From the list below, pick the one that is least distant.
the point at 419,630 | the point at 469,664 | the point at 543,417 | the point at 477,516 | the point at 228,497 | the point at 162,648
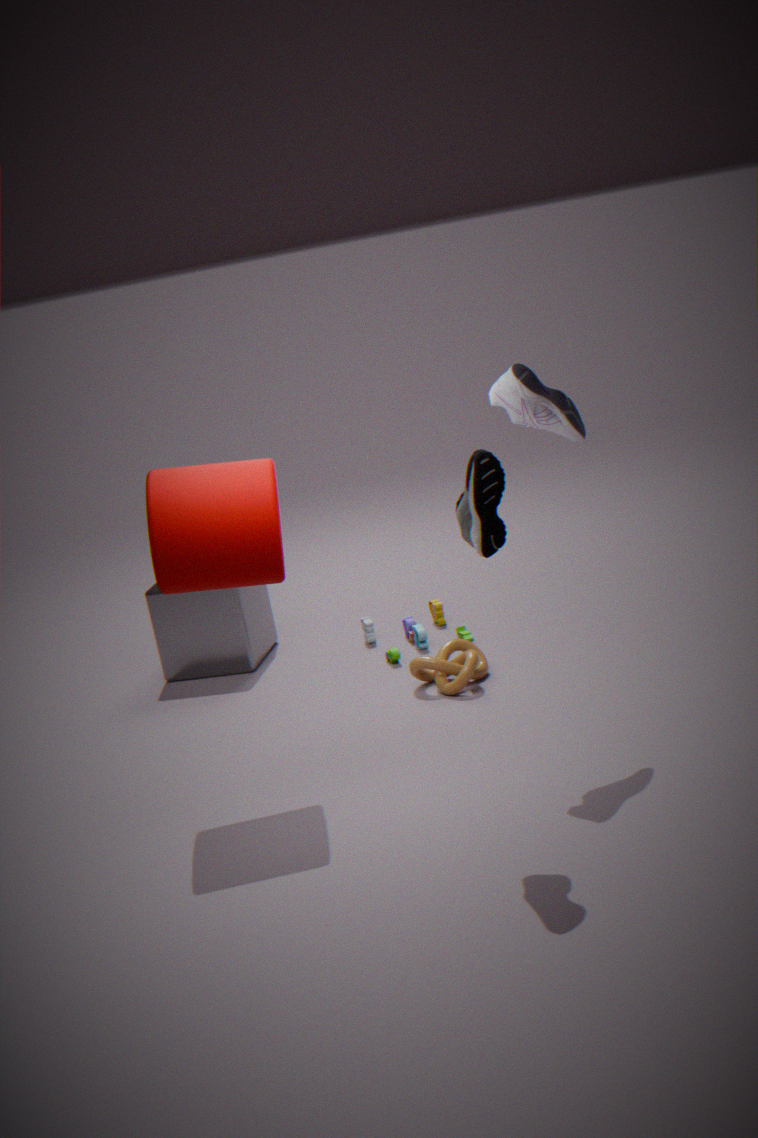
the point at 477,516
